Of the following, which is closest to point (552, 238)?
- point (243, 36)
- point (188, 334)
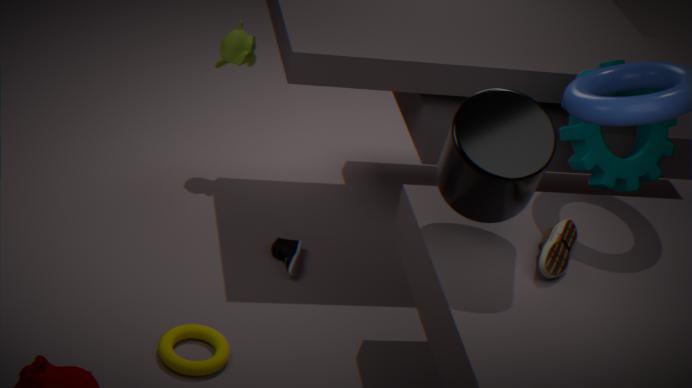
point (188, 334)
